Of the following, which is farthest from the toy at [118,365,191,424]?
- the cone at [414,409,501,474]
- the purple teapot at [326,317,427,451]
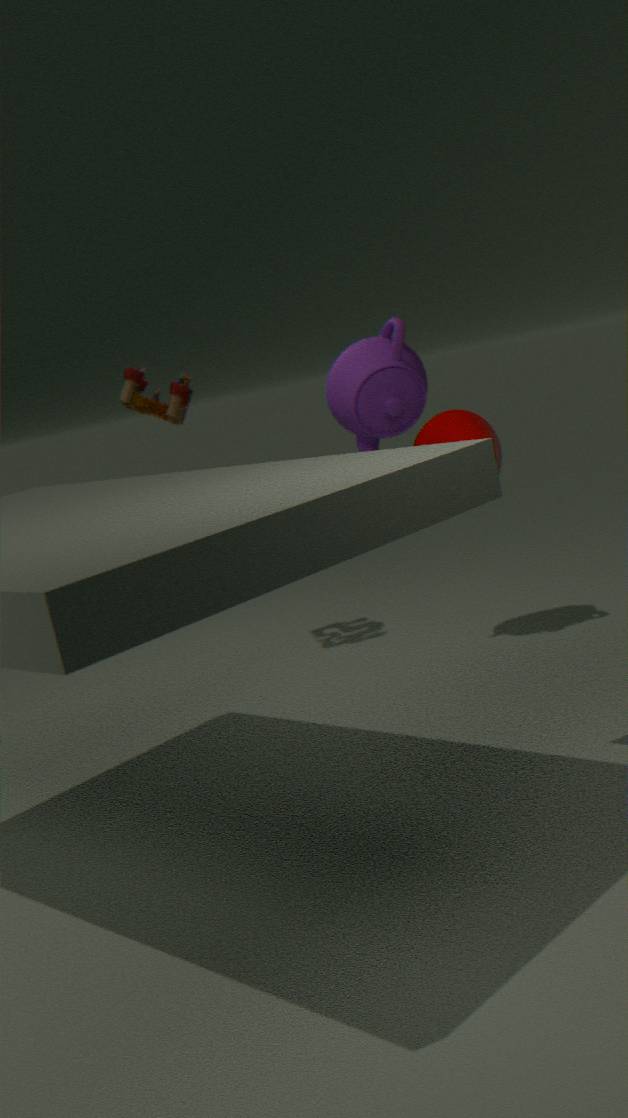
the cone at [414,409,501,474]
